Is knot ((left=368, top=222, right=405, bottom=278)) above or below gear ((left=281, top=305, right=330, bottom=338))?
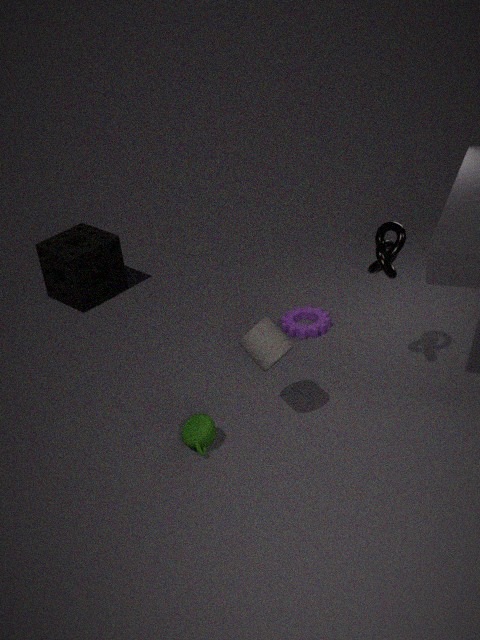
above
